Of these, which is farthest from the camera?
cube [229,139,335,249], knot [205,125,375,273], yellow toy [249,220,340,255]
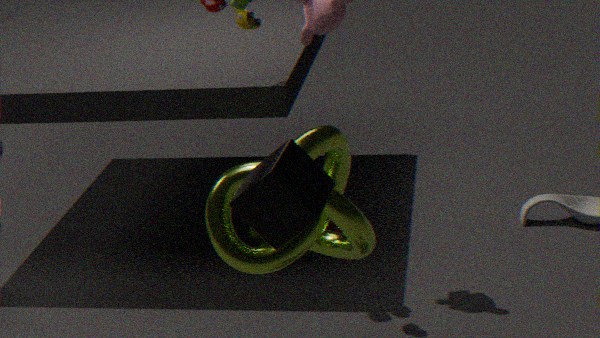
yellow toy [249,220,340,255]
